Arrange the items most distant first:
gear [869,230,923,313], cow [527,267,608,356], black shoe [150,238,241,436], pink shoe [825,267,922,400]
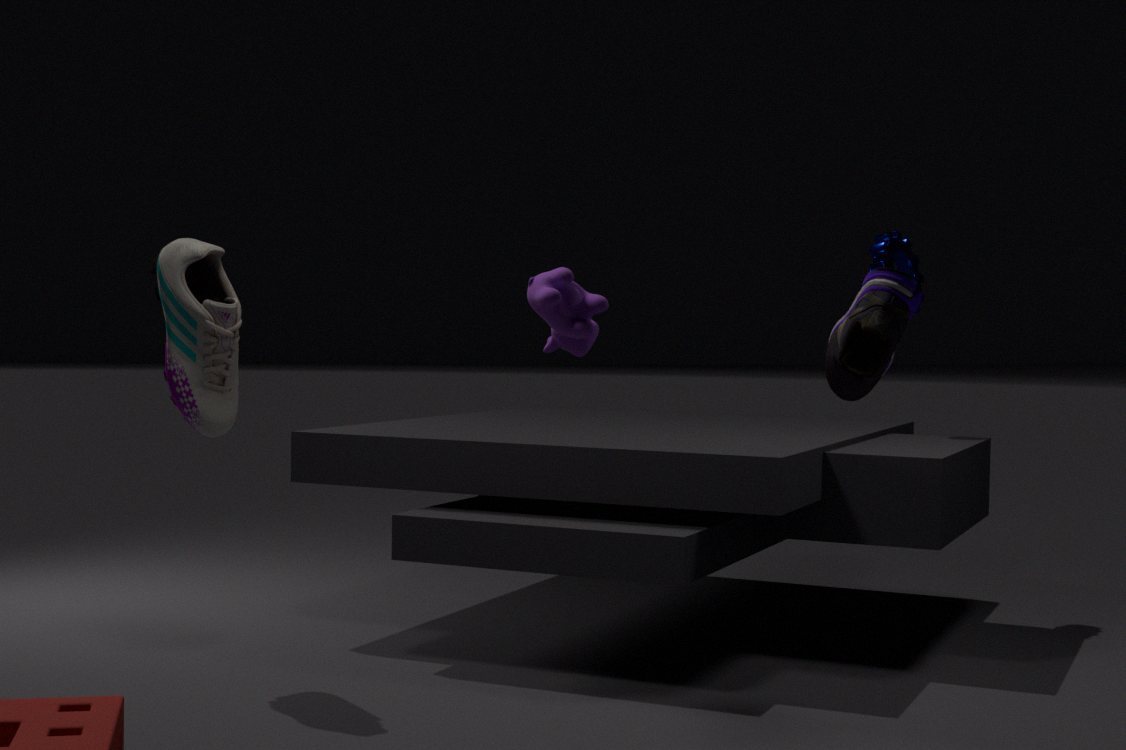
gear [869,230,923,313], black shoe [150,238,241,436], cow [527,267,608,356], pink shoe [825,267,922,400]
